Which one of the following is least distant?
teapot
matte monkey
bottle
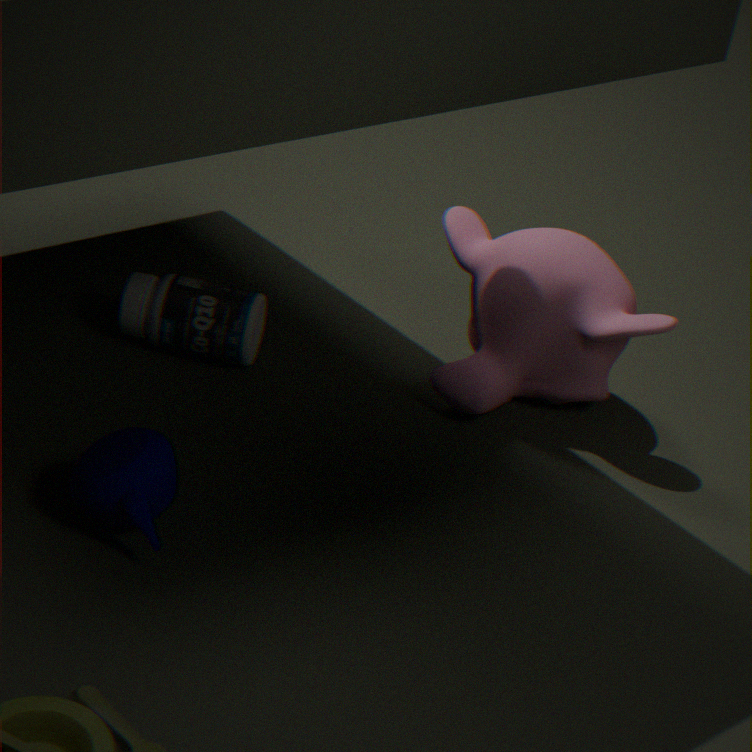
teapot
